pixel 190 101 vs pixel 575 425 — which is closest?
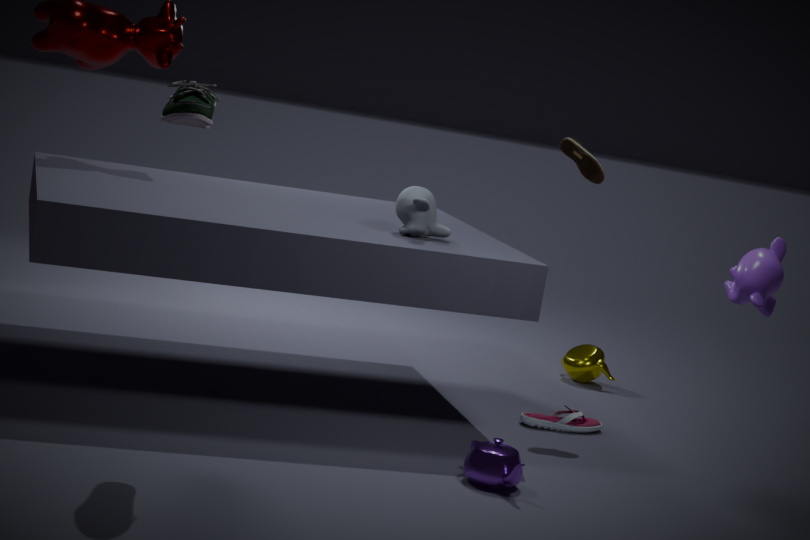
pixel 190 101
